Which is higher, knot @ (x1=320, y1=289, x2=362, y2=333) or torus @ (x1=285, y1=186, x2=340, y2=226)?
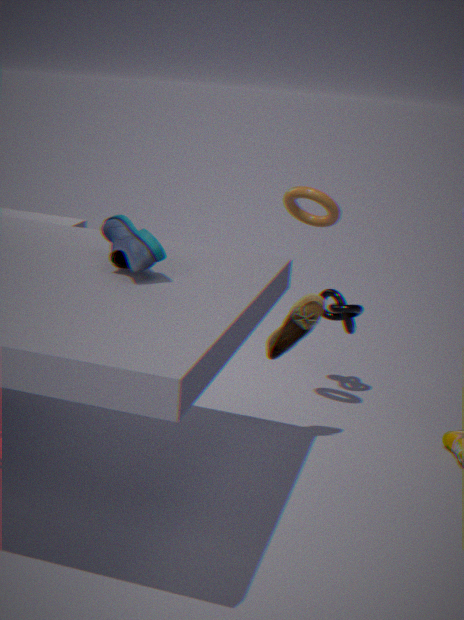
torus @ (x1=285, y1=186, x2=340, y2=226)
